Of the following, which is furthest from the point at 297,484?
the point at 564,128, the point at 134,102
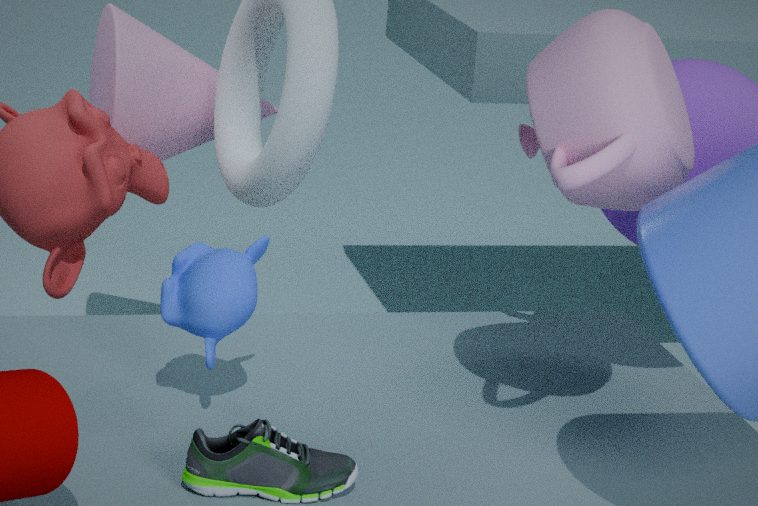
the point at 134,102
